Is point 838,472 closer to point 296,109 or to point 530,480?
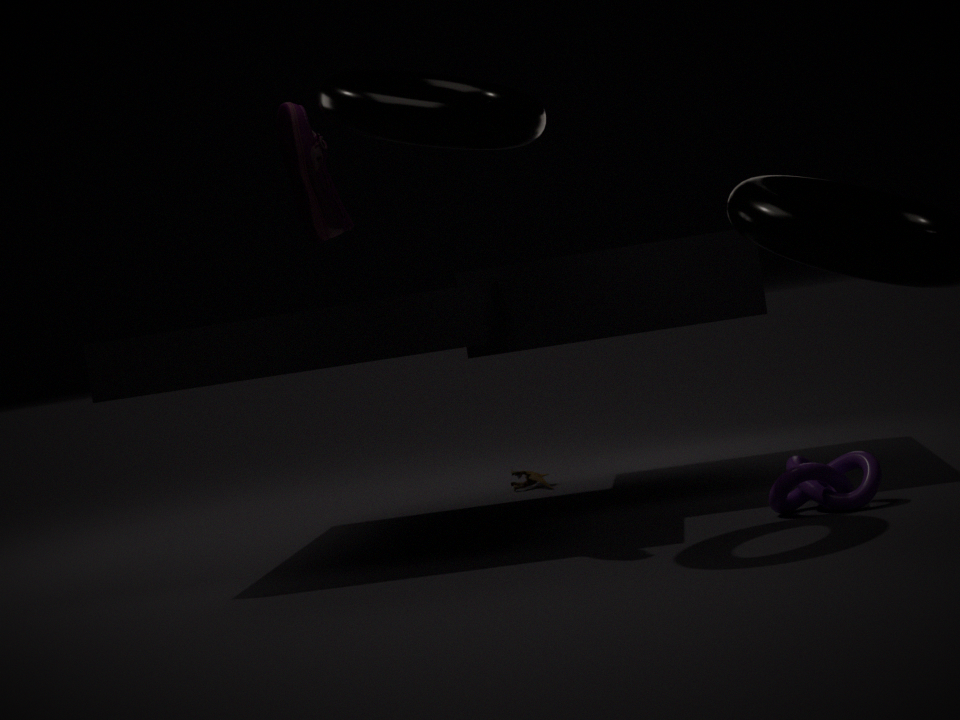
point 530,480
